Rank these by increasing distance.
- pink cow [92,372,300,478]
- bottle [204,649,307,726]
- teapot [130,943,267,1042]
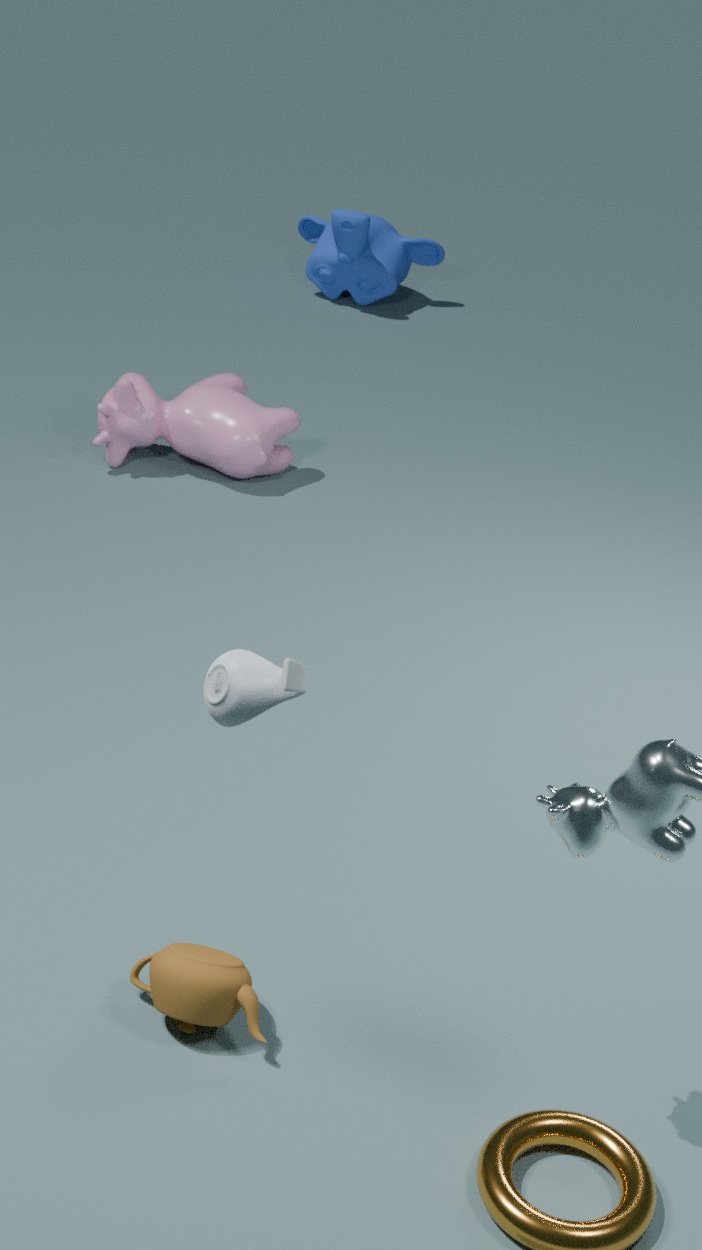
bottle [204,649,307,726]
teapot [130,943,267,1042]
pink cow [92,372,300,478]
